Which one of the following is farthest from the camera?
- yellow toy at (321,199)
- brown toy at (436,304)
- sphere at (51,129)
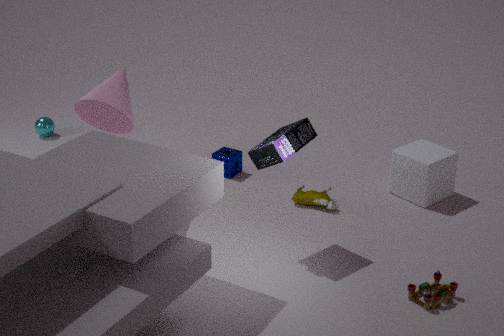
sphere at (51,129)
